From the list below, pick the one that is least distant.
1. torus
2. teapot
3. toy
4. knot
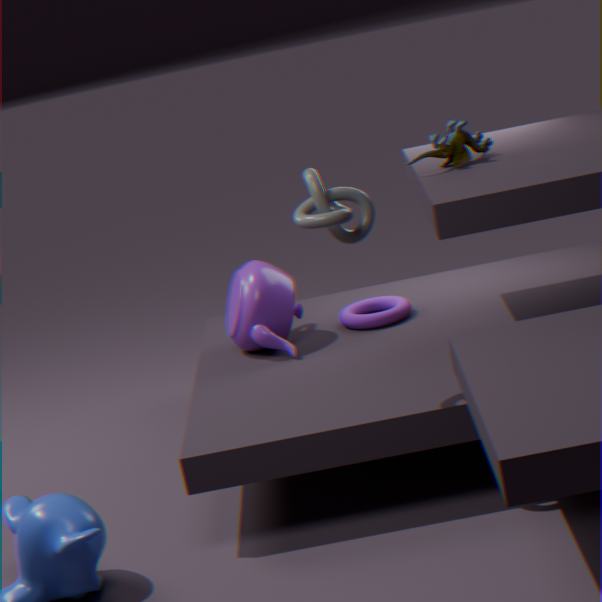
knot
